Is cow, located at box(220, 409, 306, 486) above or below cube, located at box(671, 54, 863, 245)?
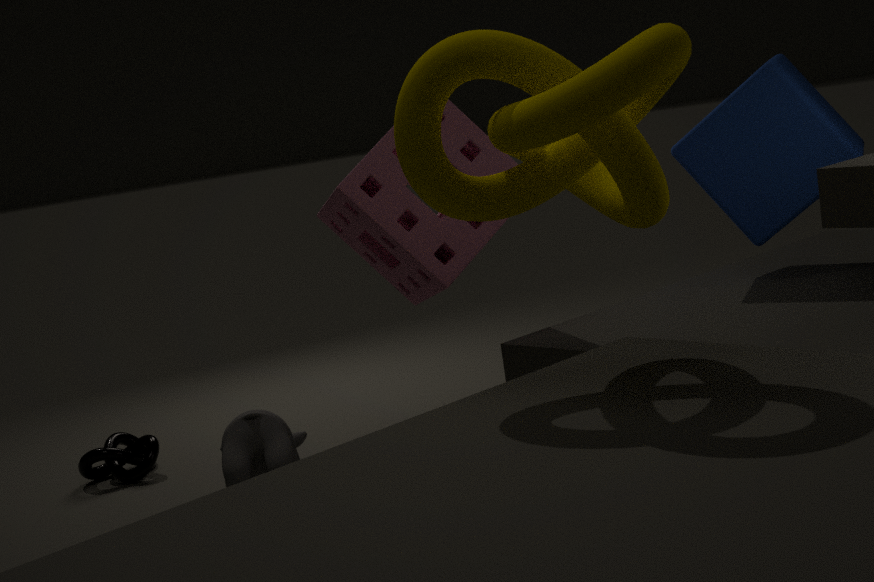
below
